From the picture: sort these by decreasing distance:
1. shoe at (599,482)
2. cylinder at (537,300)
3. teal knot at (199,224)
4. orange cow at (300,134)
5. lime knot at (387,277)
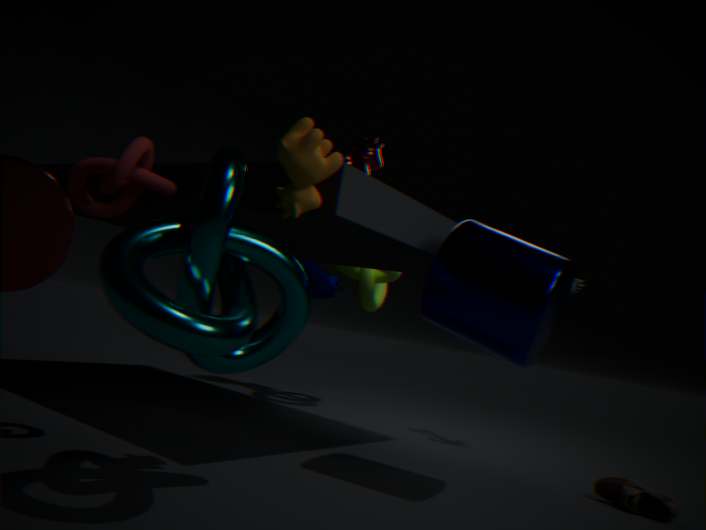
lime knot at (387,277)
shoe at (599,482)
cylinder at (537,300)
orange cow at (300,134)
teal knot at (199,224)
